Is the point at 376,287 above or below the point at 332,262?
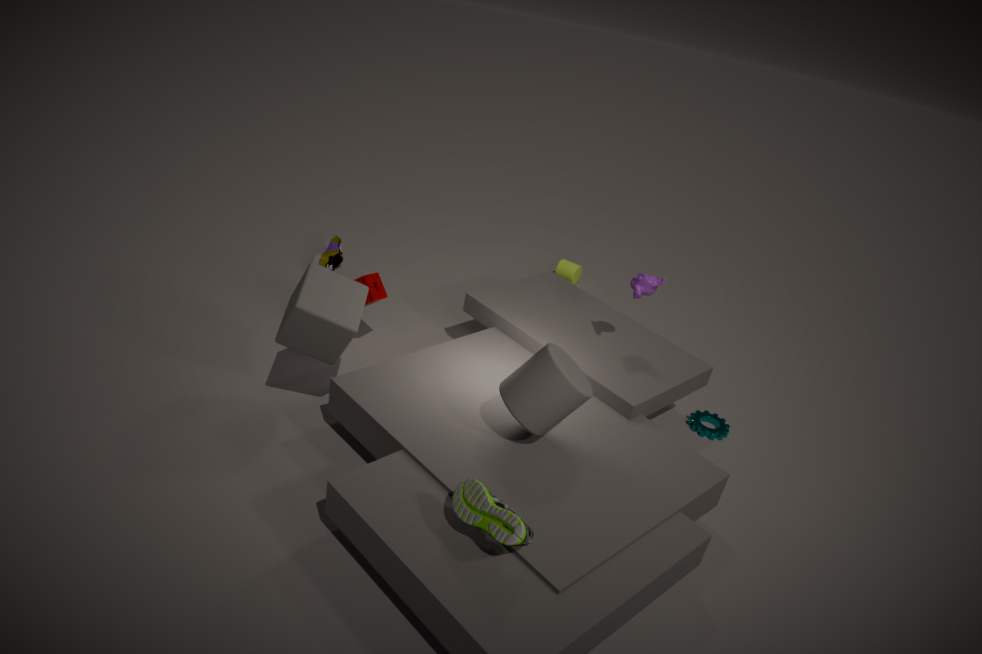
above
